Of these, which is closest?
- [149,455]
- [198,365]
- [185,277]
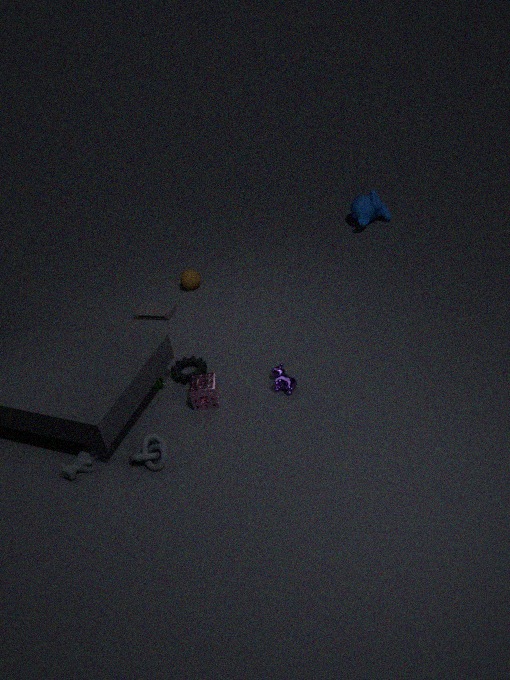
[149,455]
